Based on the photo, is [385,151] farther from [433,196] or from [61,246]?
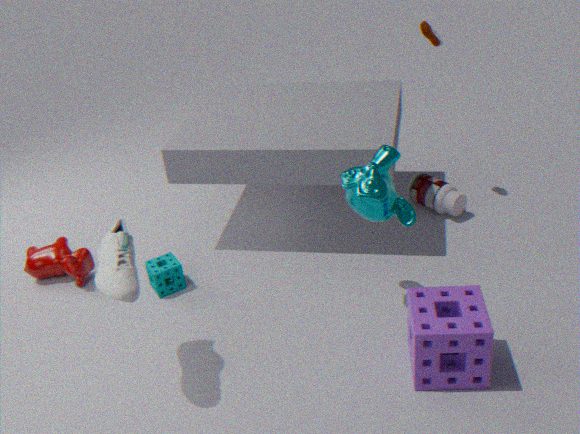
[61,246]
